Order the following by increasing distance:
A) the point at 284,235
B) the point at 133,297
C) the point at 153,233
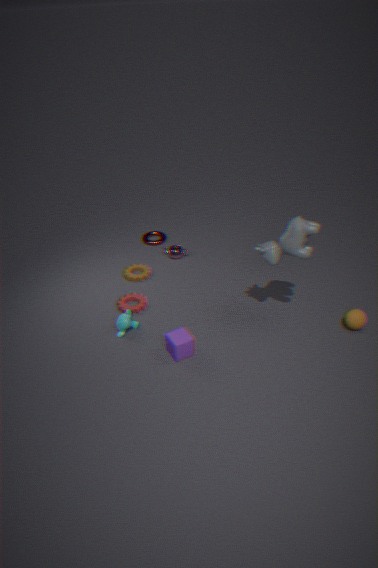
the point at 284,235 < the point at 133,297 < the point at 153,233
